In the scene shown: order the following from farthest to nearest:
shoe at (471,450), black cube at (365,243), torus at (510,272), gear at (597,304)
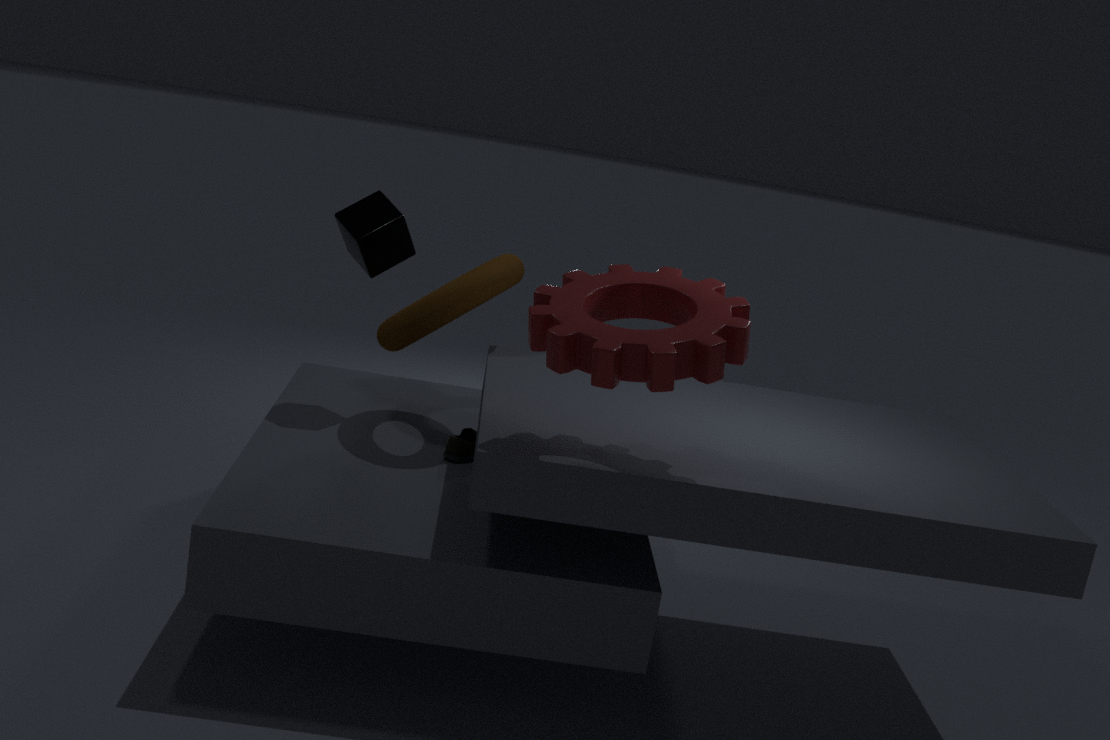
black cube at (365,243)
shoe at (471,450)
torus at (510,272)
gear at (597,304)
